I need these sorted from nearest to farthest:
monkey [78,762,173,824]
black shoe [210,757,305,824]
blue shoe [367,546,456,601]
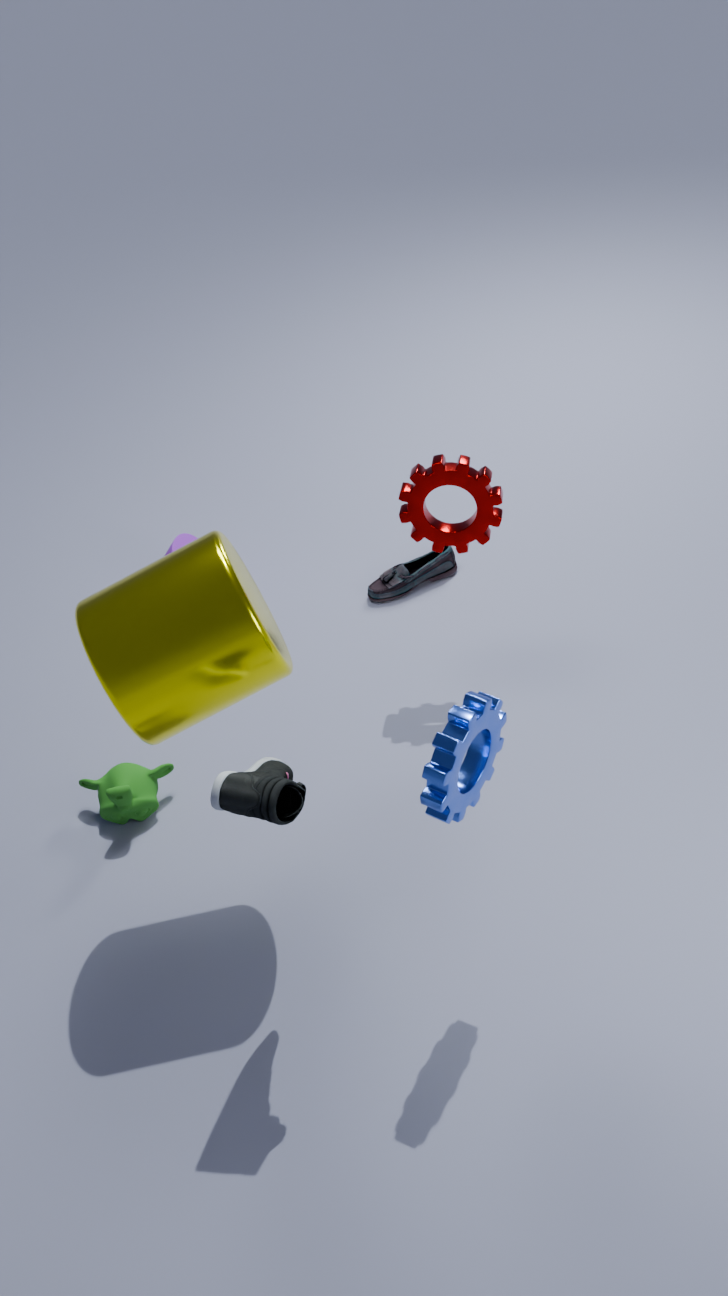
black shoe [210,757,305,824] → monkey [78,762,173,824] → blue shoe [367,546,456,601]
